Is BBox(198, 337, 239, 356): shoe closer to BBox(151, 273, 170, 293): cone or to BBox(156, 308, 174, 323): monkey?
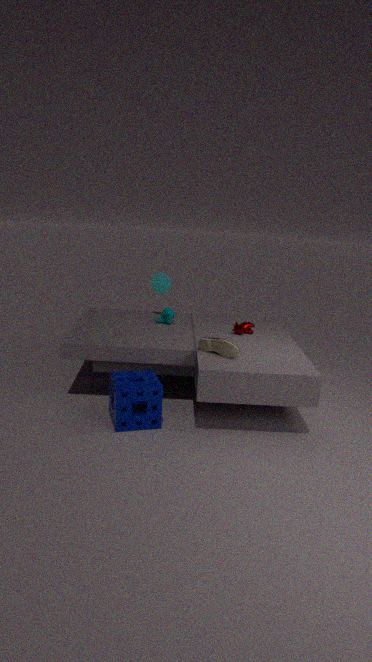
BBox(156, 308, 174, 323): monkey
